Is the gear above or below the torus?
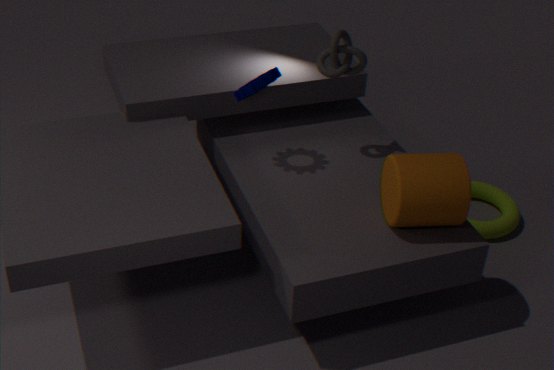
above
